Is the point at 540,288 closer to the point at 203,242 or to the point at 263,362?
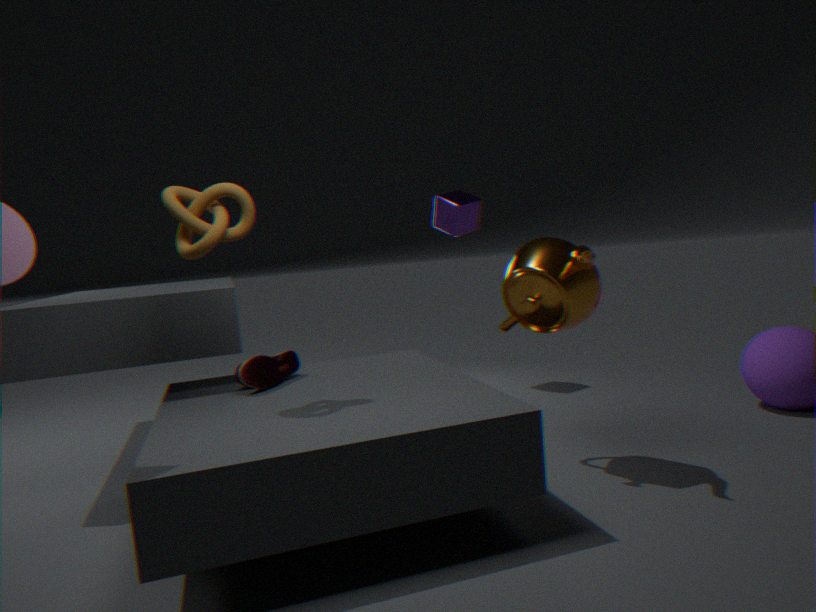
the point at 263,362
